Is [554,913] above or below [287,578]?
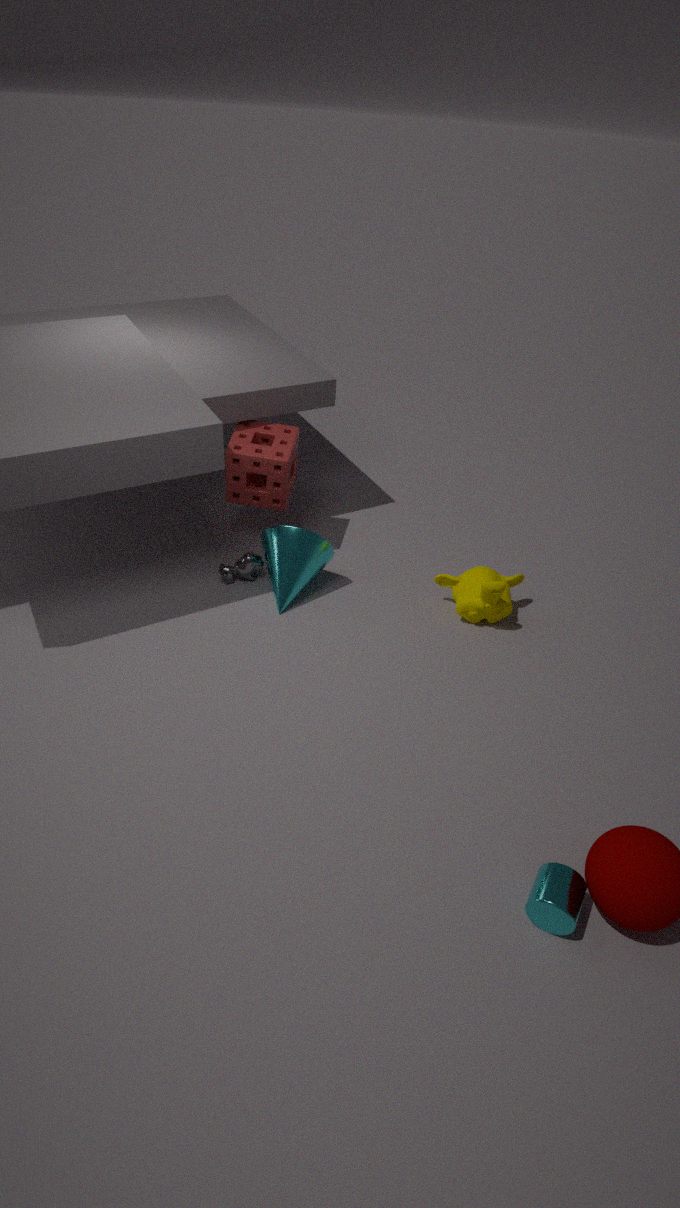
below
